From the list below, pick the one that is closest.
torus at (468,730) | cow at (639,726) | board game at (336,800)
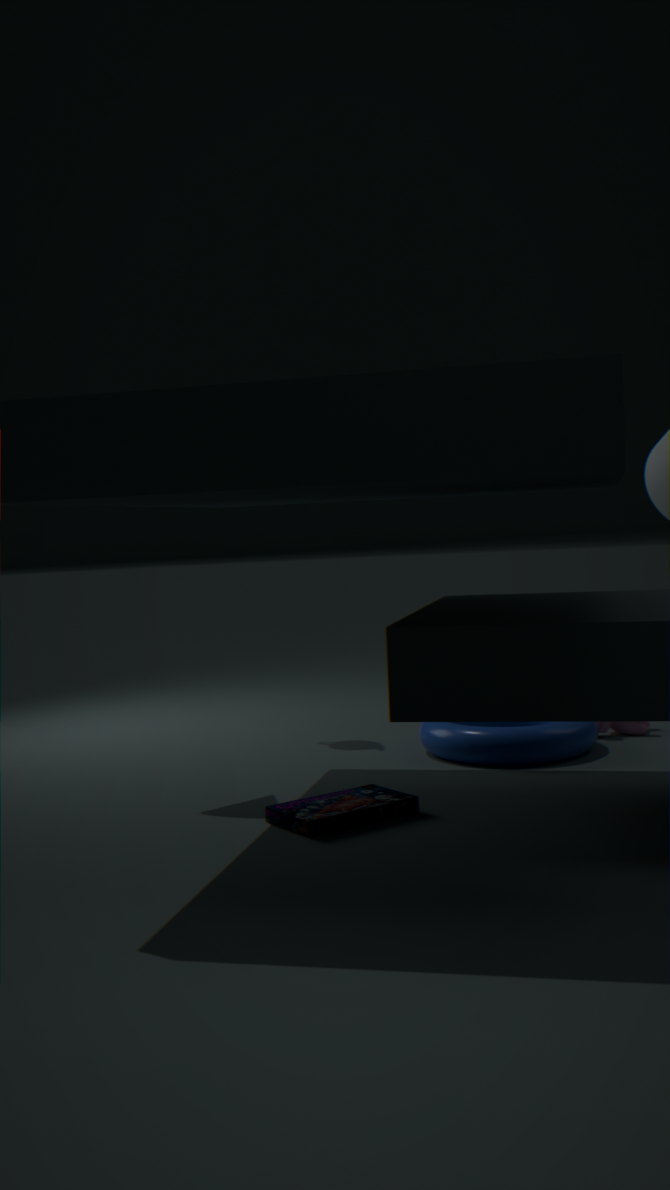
board game at (336,800)
